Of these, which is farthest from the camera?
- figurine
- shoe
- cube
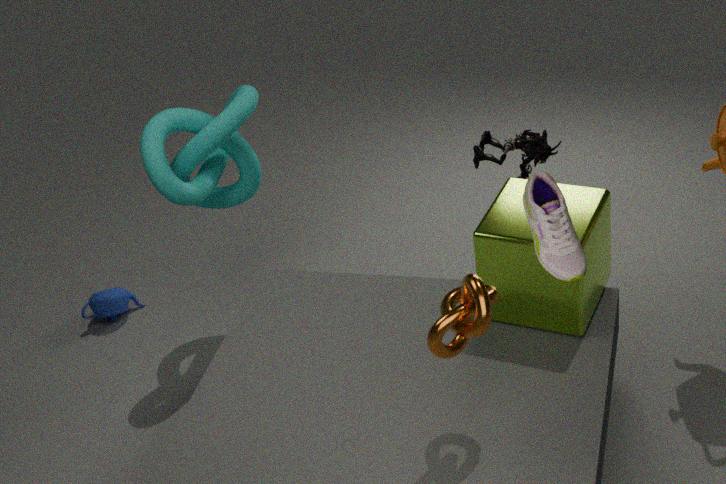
figurine
